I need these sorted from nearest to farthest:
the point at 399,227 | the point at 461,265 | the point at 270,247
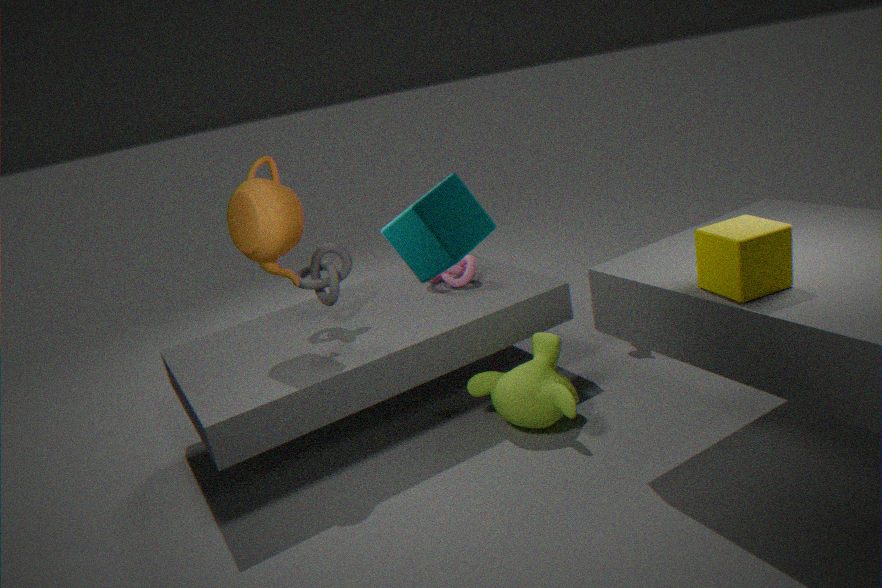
the point at 399,227 < the point at 270,247 < the point at 461,265
